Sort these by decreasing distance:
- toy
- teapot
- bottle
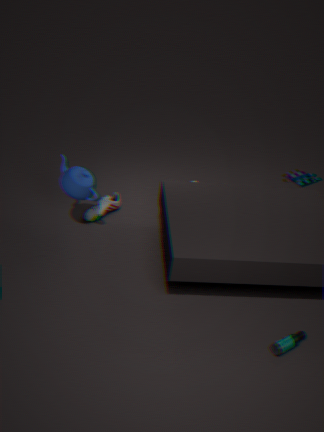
toy
teapot
bottle
